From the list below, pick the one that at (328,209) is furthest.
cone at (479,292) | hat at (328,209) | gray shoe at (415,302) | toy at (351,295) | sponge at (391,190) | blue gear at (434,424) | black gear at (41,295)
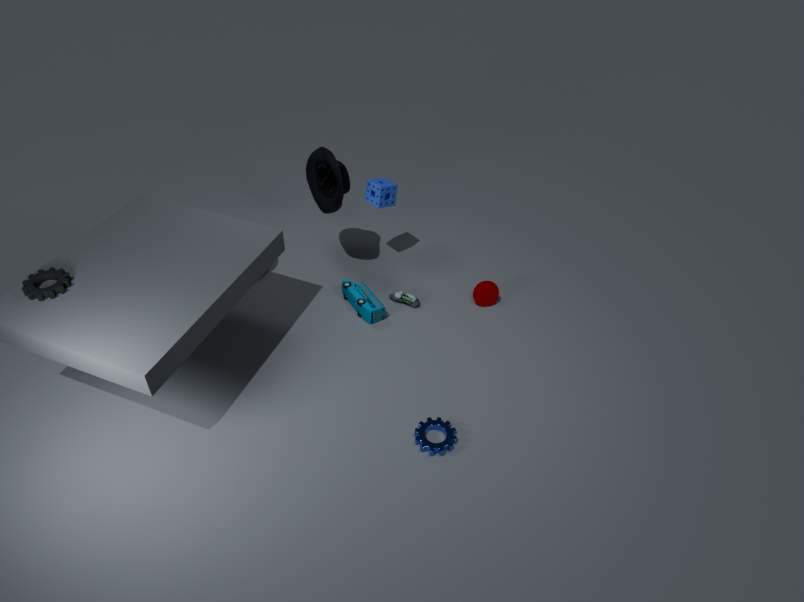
cone at (479,292)
